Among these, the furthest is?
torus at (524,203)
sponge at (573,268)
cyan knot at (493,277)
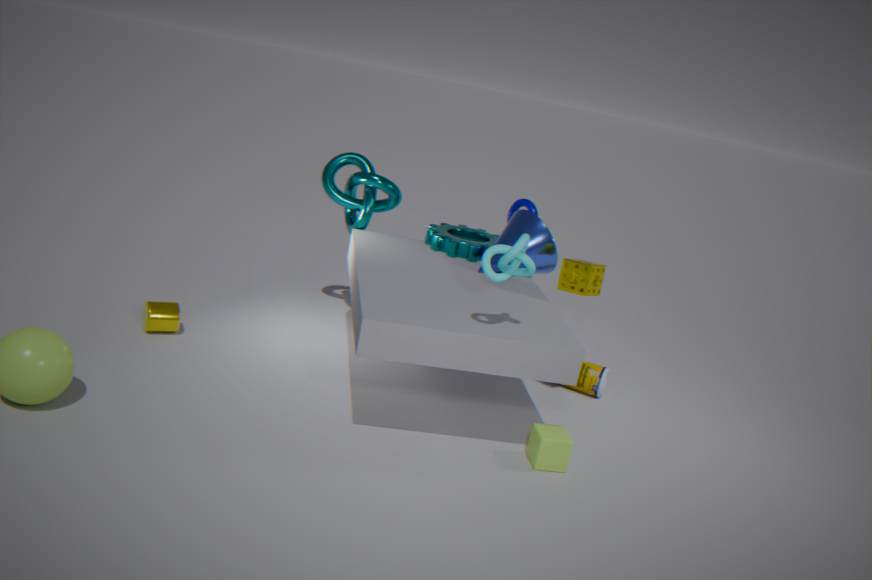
torus at (524,203)
